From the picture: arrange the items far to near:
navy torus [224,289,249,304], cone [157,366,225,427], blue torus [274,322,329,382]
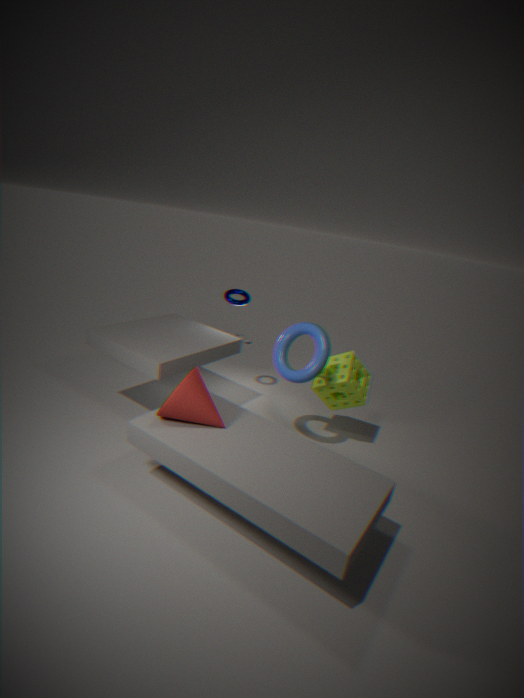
navy torus [224,289,249,304], blue torus [274,322,329,382], cone [157,366,225,427]
